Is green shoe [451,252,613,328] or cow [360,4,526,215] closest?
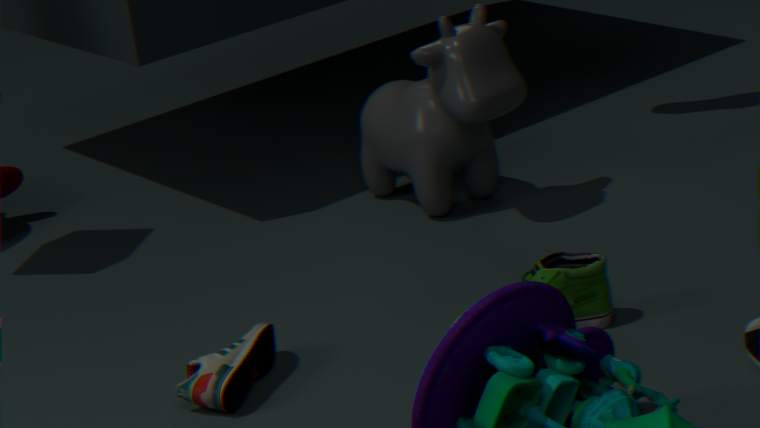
green shoe [451,252,613,328]
